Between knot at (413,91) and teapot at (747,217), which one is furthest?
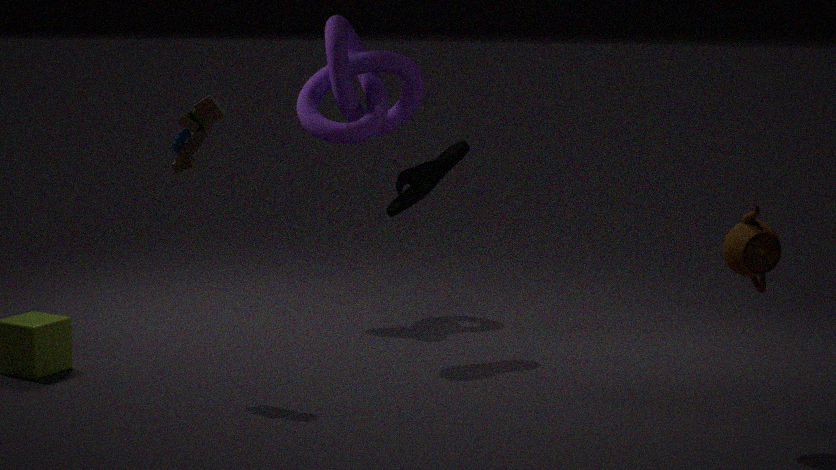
knot at (413,91)
